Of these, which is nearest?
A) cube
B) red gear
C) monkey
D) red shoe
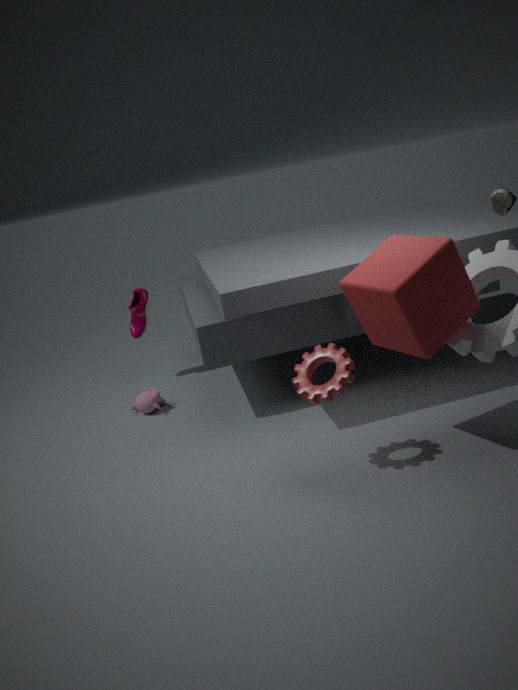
cube
